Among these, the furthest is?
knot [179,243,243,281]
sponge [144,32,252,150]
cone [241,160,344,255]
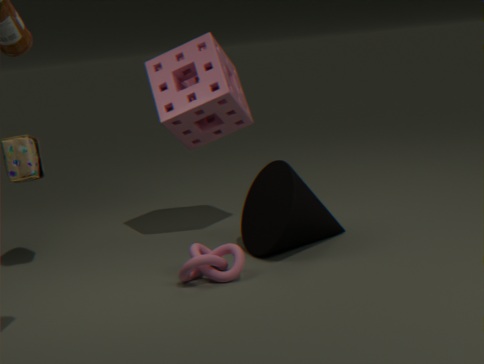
sponge [144,32,252,150]
